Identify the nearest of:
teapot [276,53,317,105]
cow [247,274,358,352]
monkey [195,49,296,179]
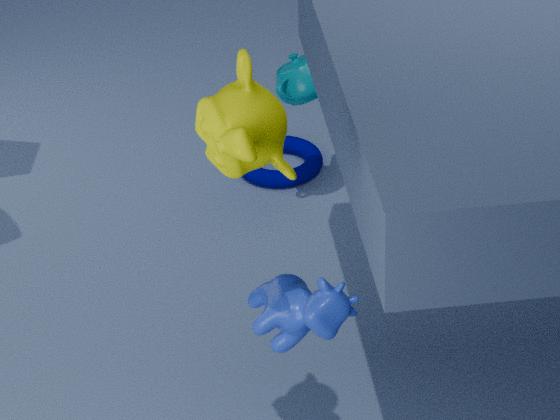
monkey [195,49,296,179]
